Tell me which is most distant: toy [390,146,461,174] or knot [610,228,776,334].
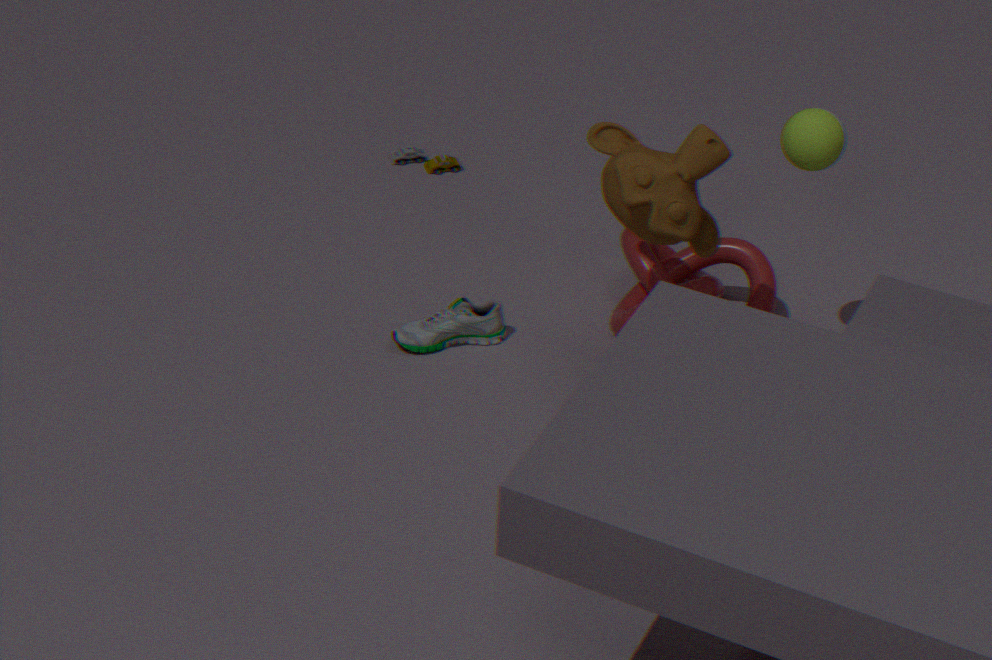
toy [390,146,461,174]
